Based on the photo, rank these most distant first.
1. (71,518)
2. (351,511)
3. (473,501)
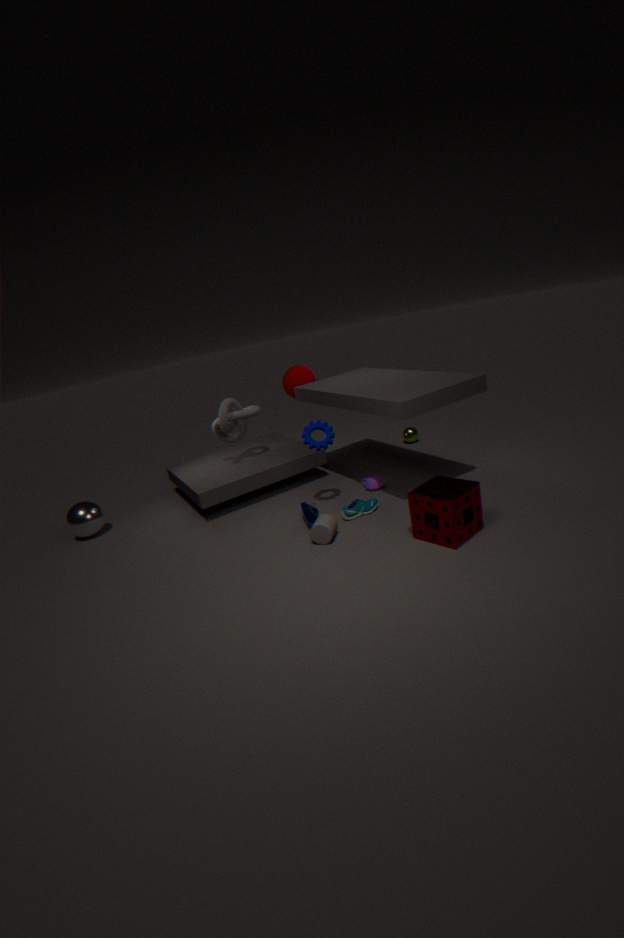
(71,518)
(351,511)
(473,501)
